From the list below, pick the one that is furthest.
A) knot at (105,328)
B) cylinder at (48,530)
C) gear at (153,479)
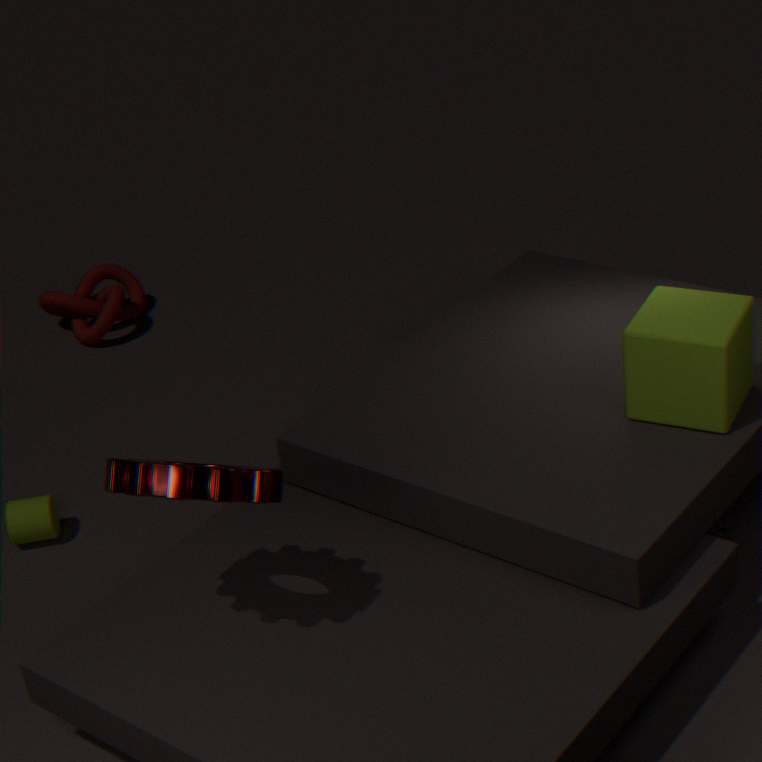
knot at (105,328)
